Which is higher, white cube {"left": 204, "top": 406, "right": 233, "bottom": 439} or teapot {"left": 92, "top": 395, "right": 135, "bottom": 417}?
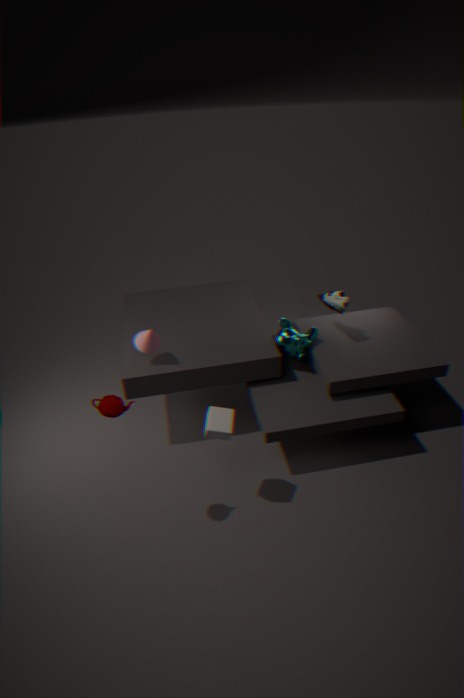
teapot {"left": 92, "top": 395, "right": 135, "bottom": 417}
